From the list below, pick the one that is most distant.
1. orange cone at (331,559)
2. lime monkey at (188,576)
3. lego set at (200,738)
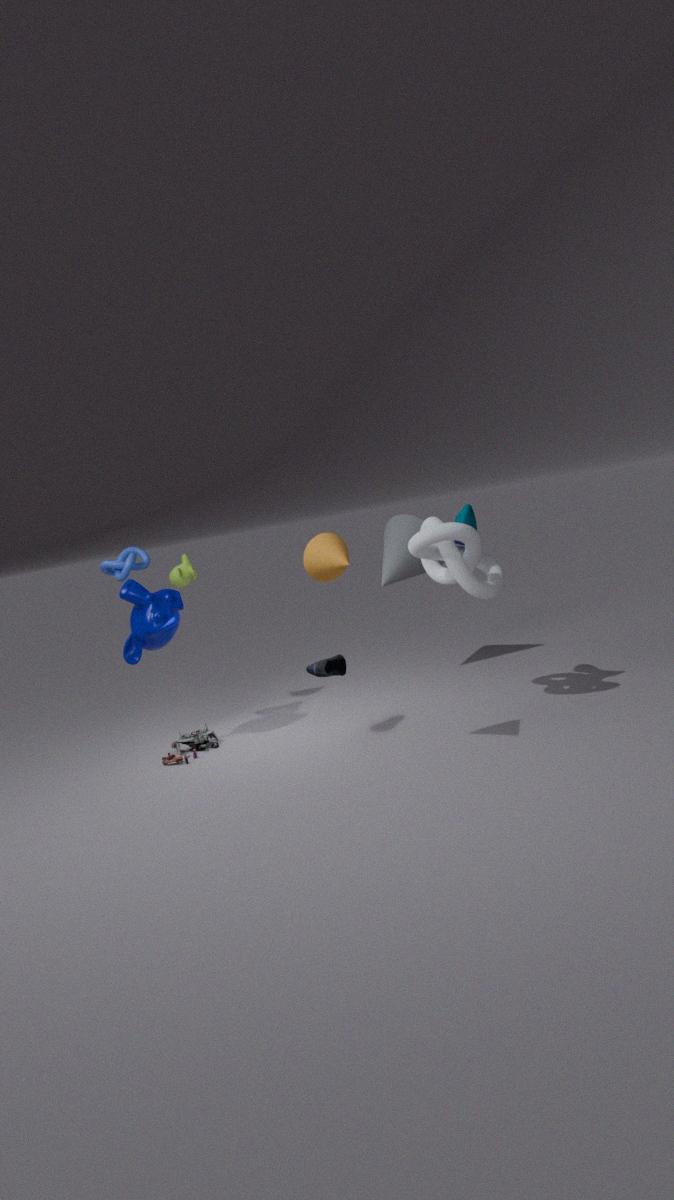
lime monkey at (188,576)
